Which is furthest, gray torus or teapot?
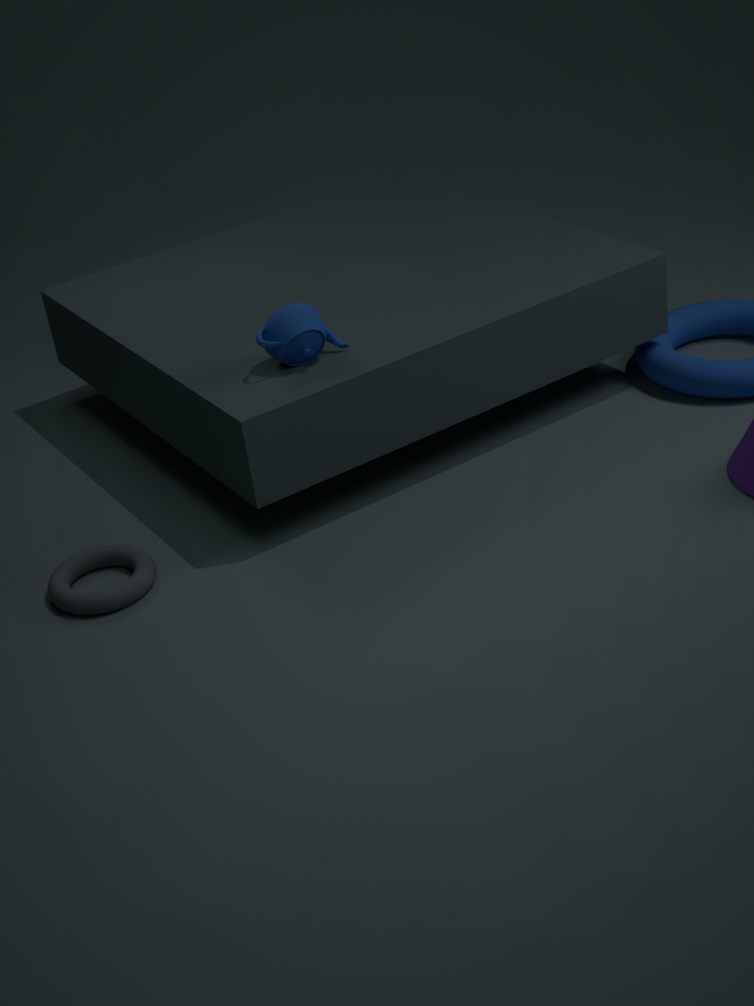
teapot
